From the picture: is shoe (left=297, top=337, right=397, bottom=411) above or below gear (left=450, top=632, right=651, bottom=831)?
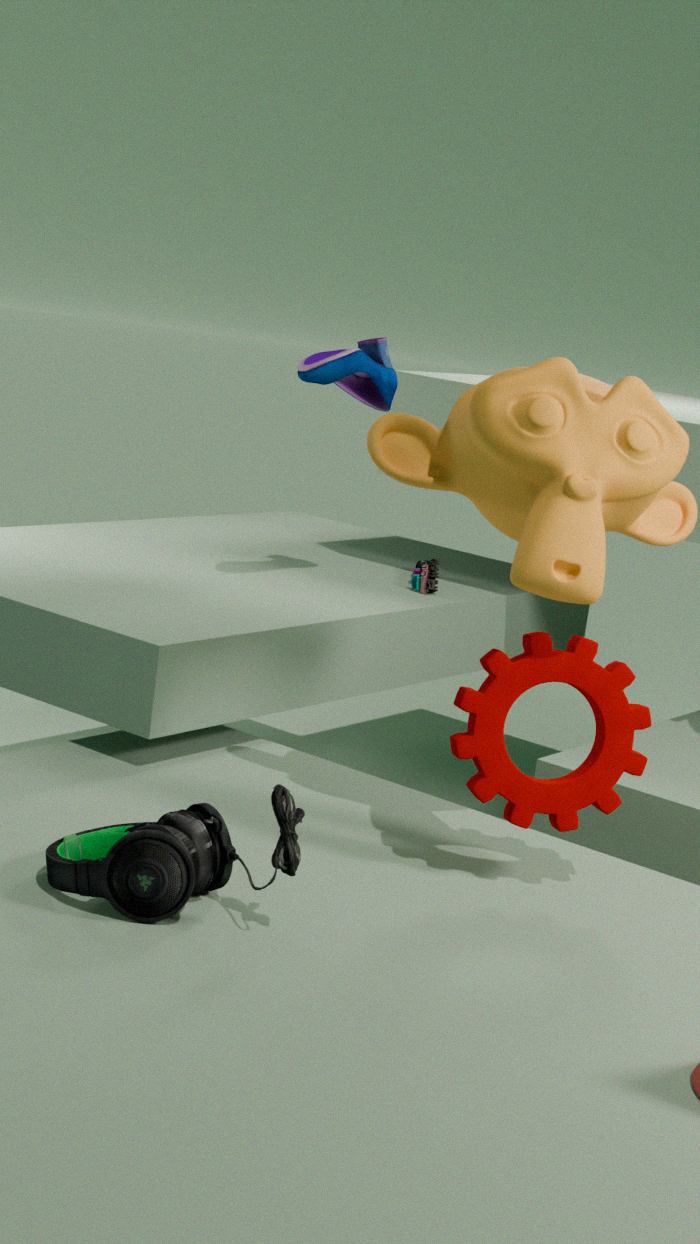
above
